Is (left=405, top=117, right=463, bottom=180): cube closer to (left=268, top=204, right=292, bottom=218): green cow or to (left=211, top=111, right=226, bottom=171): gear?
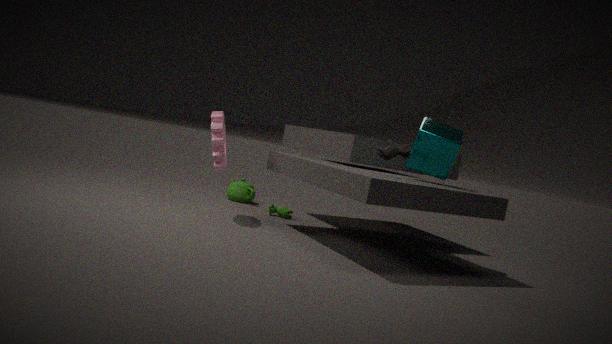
(left=268, top=204, right=292, bottom=218): green cow
